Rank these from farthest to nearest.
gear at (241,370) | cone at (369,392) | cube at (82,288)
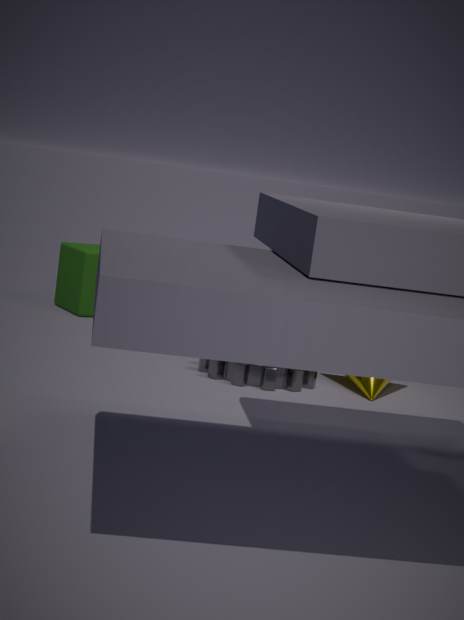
cube at (82,288) < cone at (369,392) < gear at (241,370)
